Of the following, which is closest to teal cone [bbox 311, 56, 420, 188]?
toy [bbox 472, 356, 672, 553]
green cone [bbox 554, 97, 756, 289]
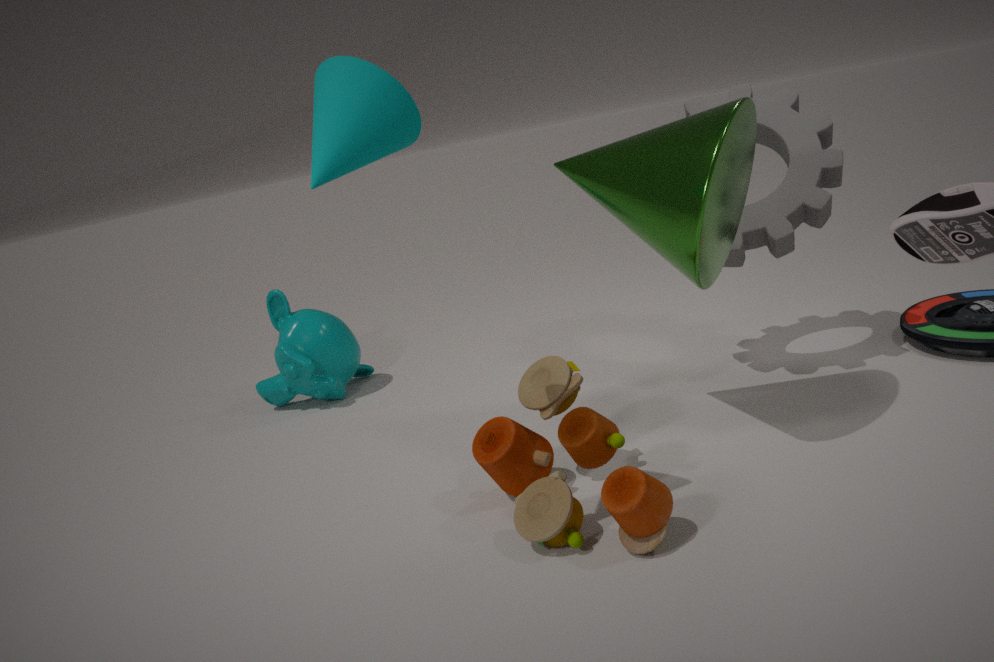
green cone [bbox 554, 97, 756, 289]
